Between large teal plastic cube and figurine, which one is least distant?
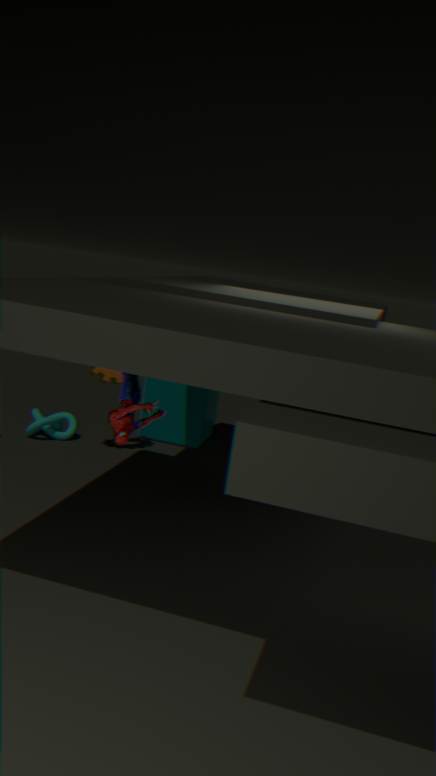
figurine
